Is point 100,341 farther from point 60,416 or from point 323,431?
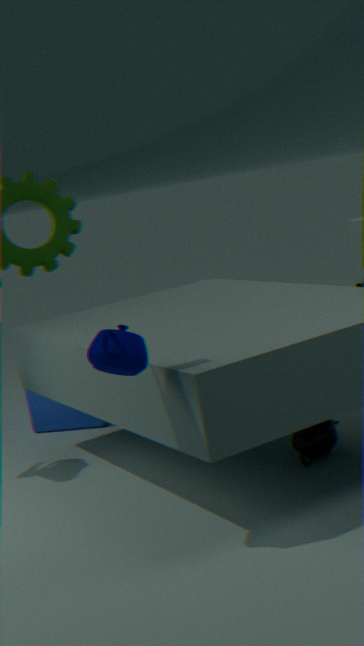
point 60,416
